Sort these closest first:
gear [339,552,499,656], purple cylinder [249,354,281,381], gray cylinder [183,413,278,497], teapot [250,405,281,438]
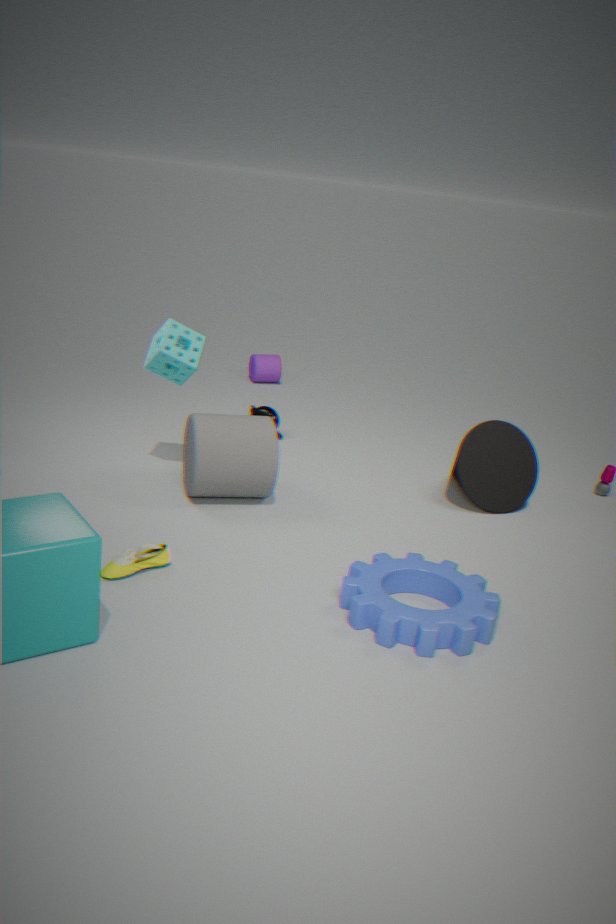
1. gear [339,552,499,656]
2. gray cylinder [183,413,278,497]
3. teapot [250,405,281,438]
4. purple cylinder [249,354,281,381]
